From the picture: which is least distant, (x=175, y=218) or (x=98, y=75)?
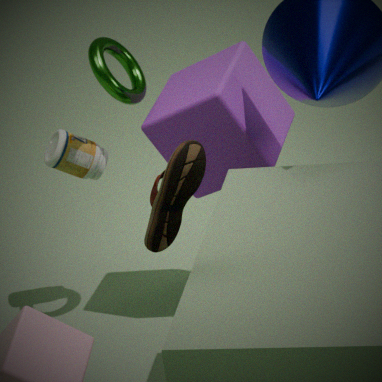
(x=175, y=218)
